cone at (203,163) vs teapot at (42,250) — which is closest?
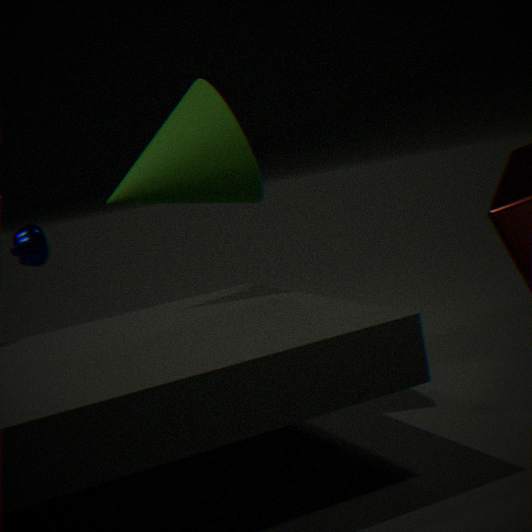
cone at (203,163)
